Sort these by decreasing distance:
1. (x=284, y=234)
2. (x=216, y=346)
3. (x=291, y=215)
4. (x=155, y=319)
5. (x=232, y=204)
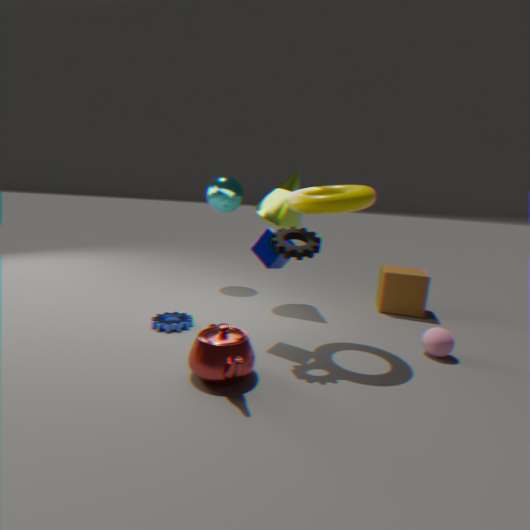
(x=232, y=204) < (x=291, y=215) < (x=155, y=319) < (x=284, y=234) < (x=216, y=346)
